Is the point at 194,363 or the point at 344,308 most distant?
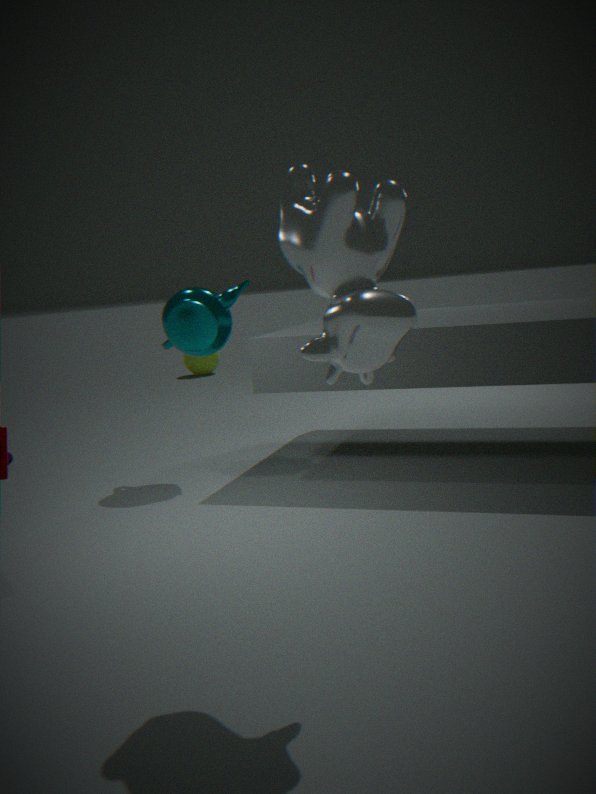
the point at 194,363
